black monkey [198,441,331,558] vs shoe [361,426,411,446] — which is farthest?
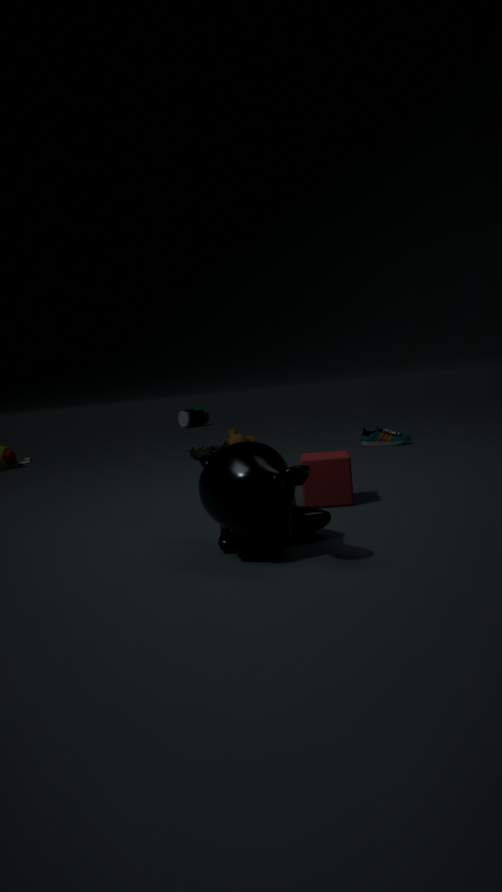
shoe [361,426,411,446]
